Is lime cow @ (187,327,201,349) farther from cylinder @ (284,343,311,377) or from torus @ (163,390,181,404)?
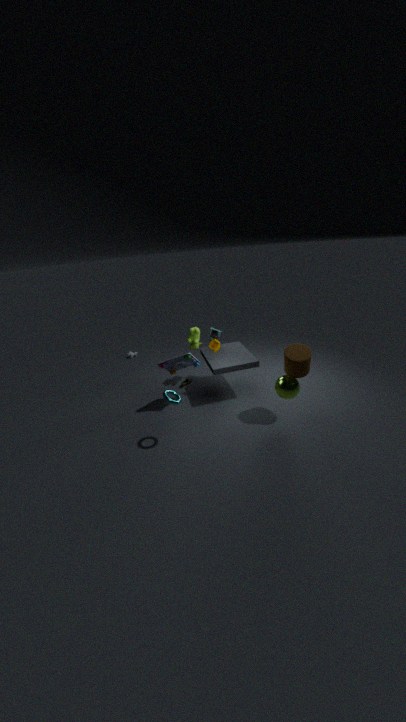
cylinder @ (284,343,311,377)
